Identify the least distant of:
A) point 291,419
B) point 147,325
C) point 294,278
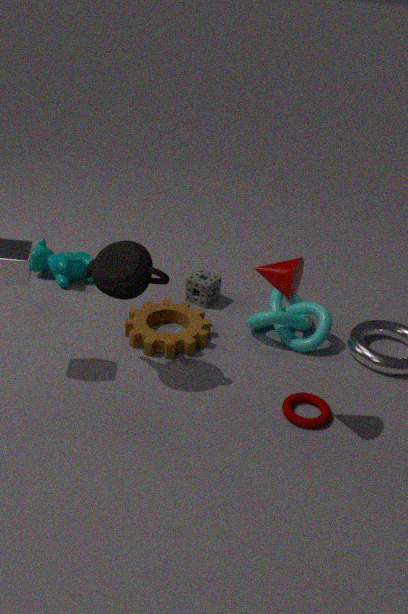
point 294,278
